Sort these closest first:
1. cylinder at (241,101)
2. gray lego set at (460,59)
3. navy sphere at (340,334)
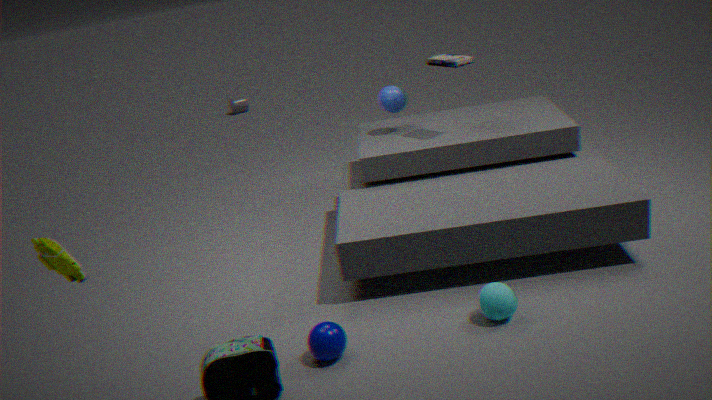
navy sphere at (340,334) < gray lego set at (460,59) < cylinder at (241,101)
